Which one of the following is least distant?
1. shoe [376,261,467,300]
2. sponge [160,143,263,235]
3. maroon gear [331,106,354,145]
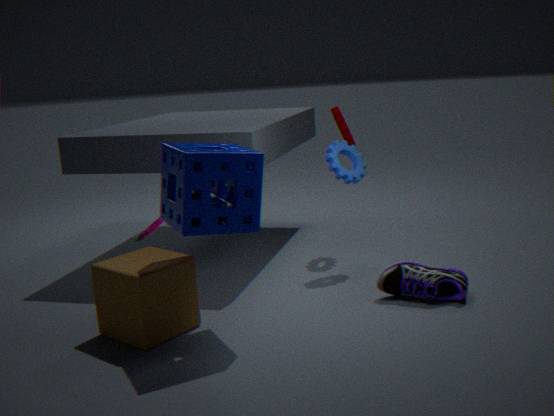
sponge [160,143,263,235]
